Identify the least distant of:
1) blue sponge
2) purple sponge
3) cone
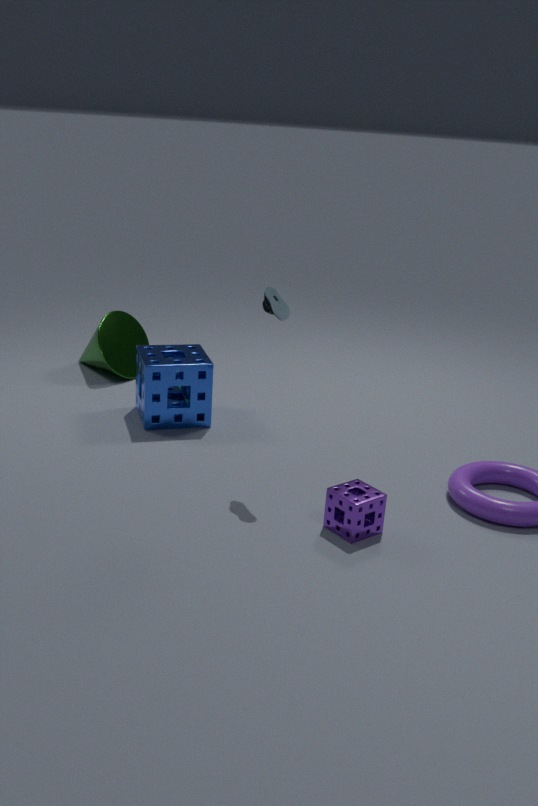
2. purple sponge
